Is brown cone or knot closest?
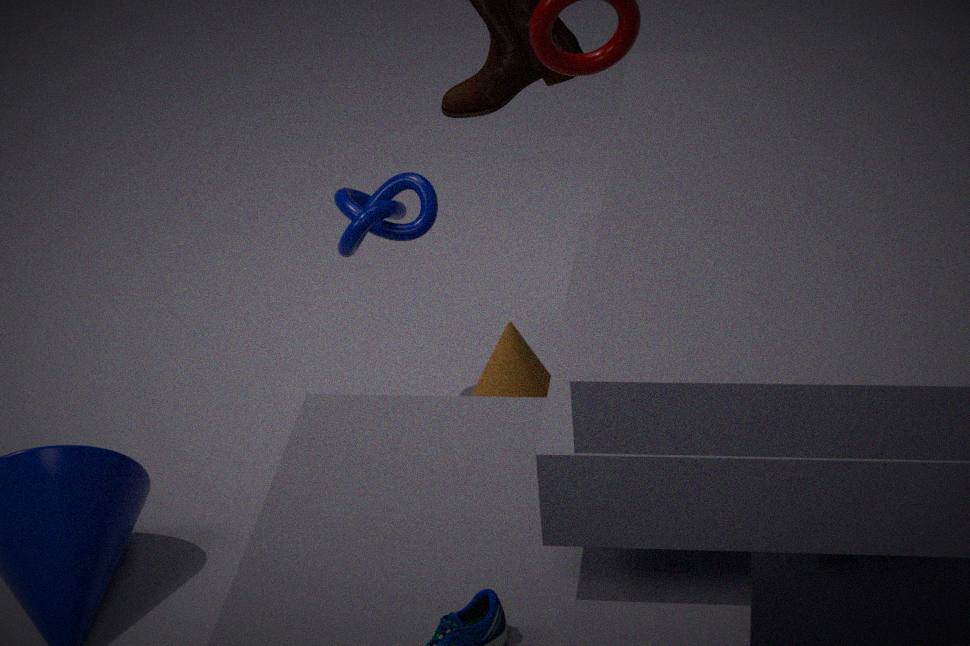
brown cone
